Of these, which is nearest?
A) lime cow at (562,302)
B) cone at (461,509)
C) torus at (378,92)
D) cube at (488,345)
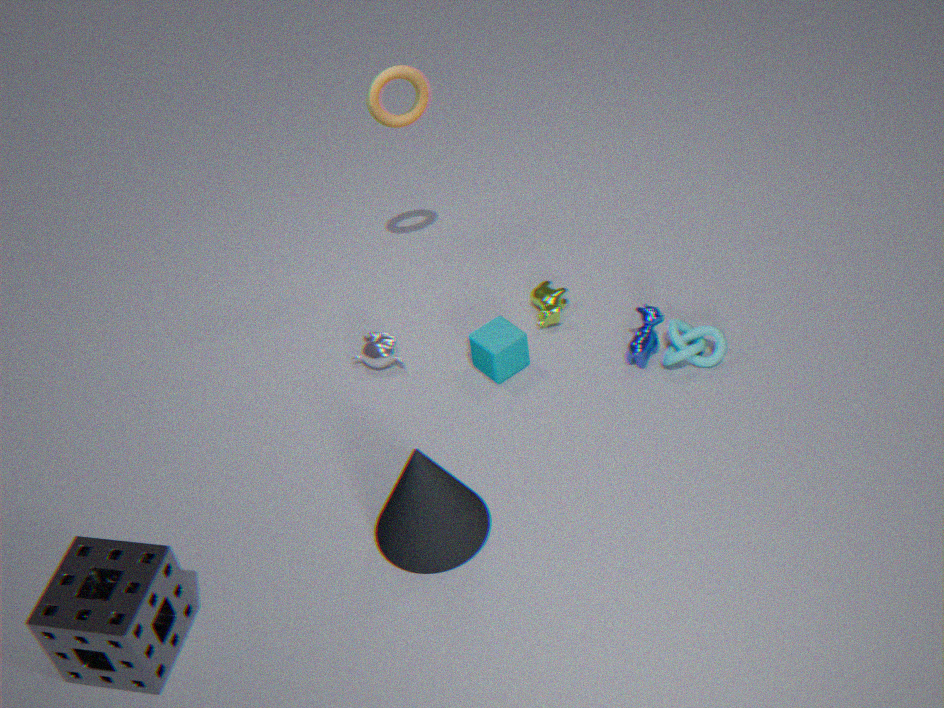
cone at (461,509)
